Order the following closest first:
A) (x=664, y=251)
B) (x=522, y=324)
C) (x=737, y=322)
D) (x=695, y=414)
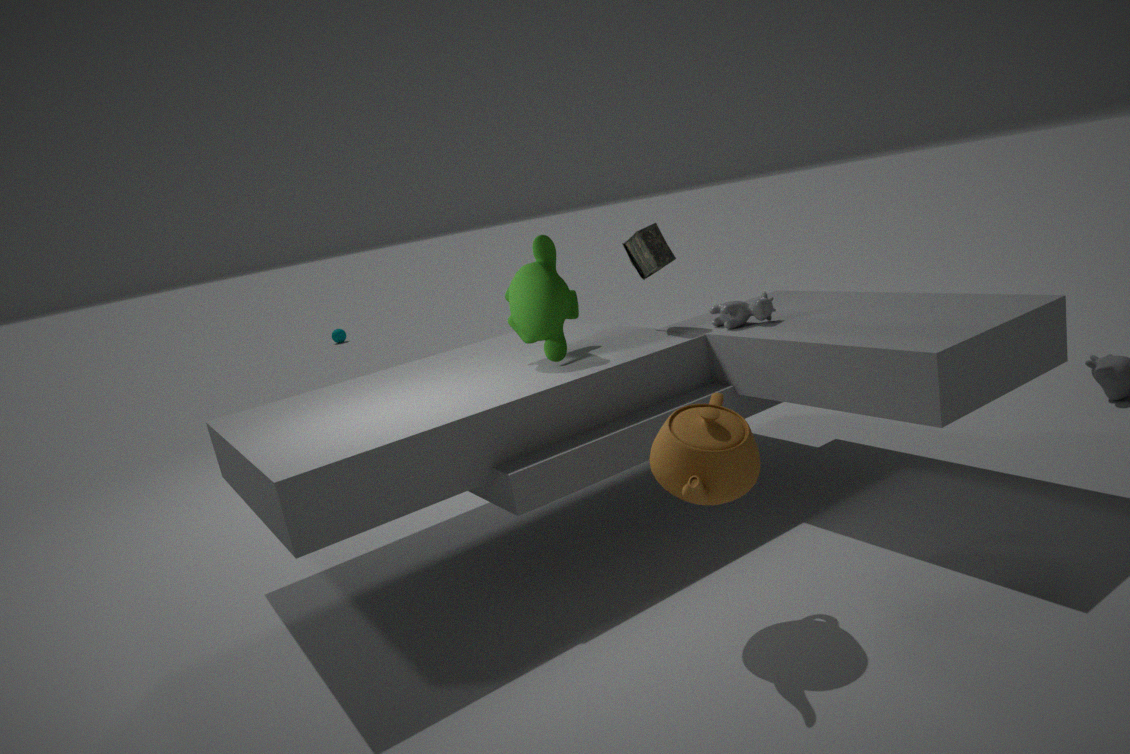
(x=695, y=414) → (x=522, y=324) → (x=737, y=322) → (x=664, y=251)
